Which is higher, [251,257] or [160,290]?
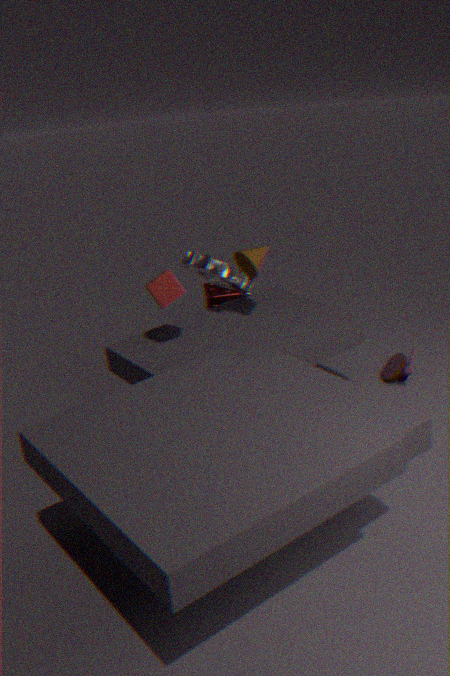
[251,257]
